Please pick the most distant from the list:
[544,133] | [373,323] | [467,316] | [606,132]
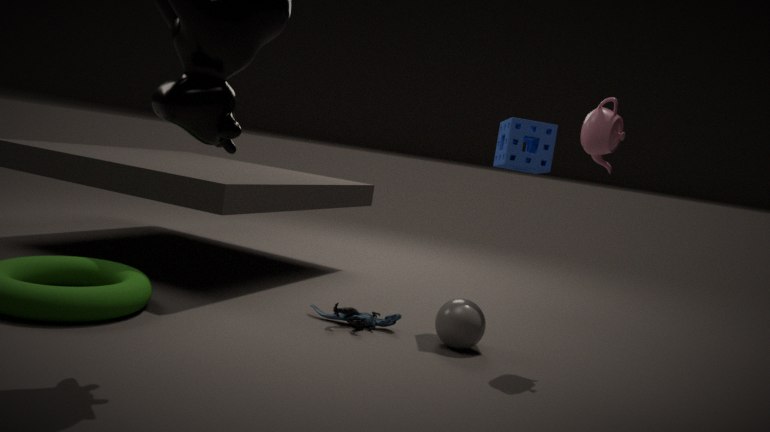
[544,133]
